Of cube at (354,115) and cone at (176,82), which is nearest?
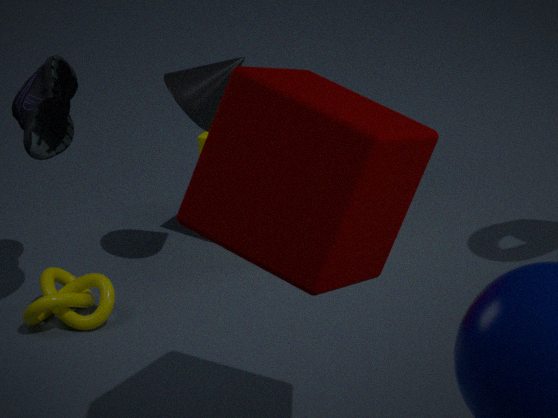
cube at (354,115)
